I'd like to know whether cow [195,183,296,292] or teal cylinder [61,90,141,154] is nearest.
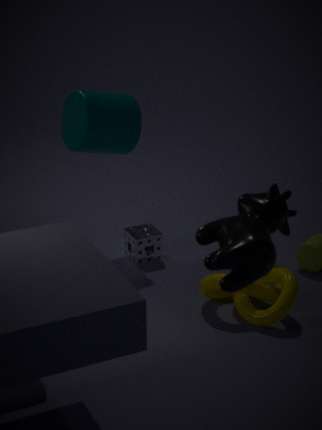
cow [195,183,296,292]
